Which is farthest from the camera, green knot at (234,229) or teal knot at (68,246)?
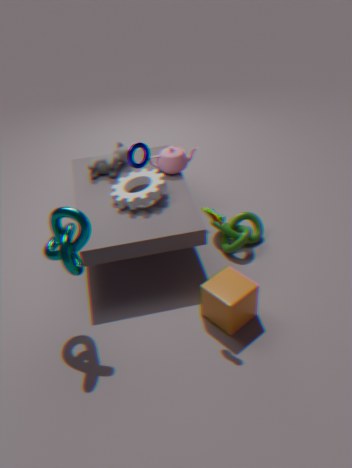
green knot at (234,229)
